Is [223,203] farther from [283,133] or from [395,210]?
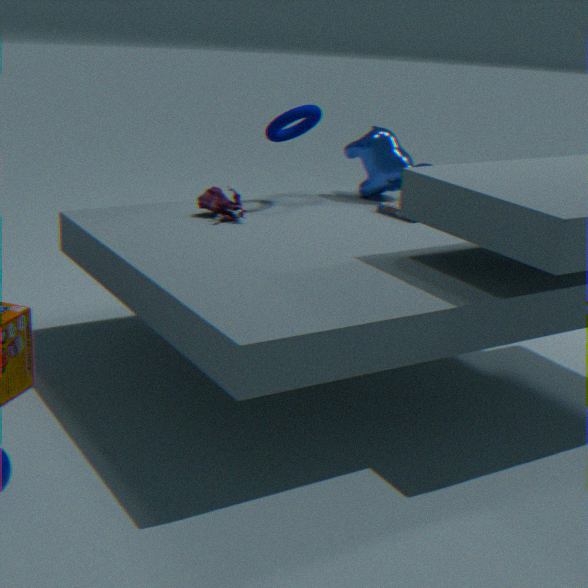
[395,210]
